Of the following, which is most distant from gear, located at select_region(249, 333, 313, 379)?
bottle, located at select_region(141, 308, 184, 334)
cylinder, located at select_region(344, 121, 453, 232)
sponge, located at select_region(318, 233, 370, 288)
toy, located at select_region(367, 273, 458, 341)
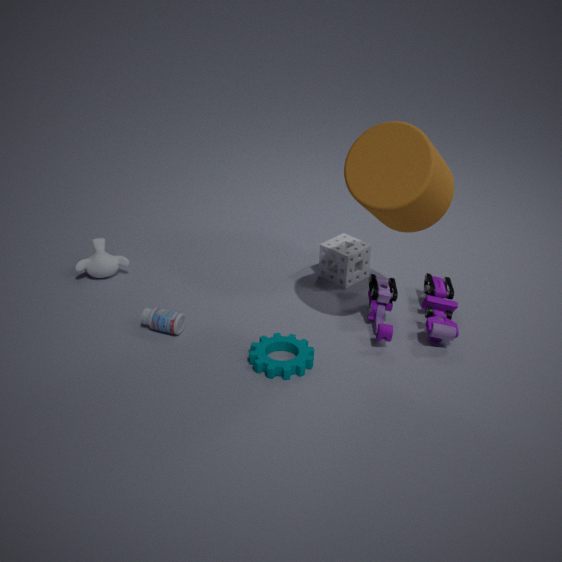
cylinder, located at select_region(344, 121, 453, 232)
